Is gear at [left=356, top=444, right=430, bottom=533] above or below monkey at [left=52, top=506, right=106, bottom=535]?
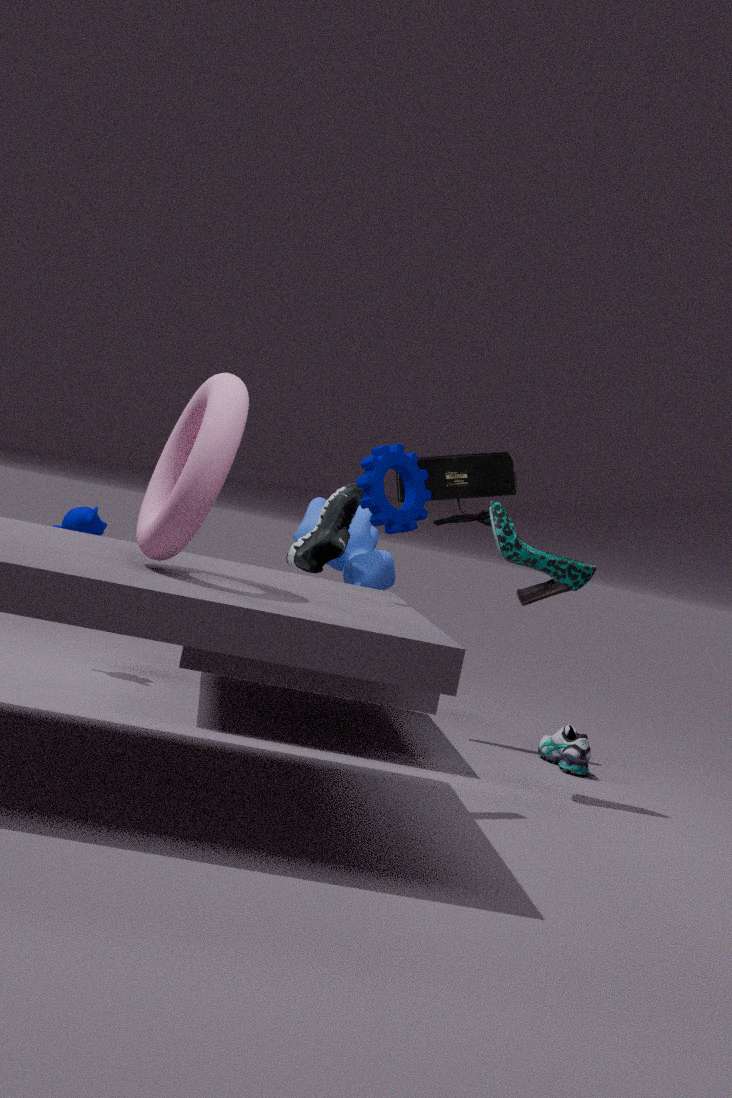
above
